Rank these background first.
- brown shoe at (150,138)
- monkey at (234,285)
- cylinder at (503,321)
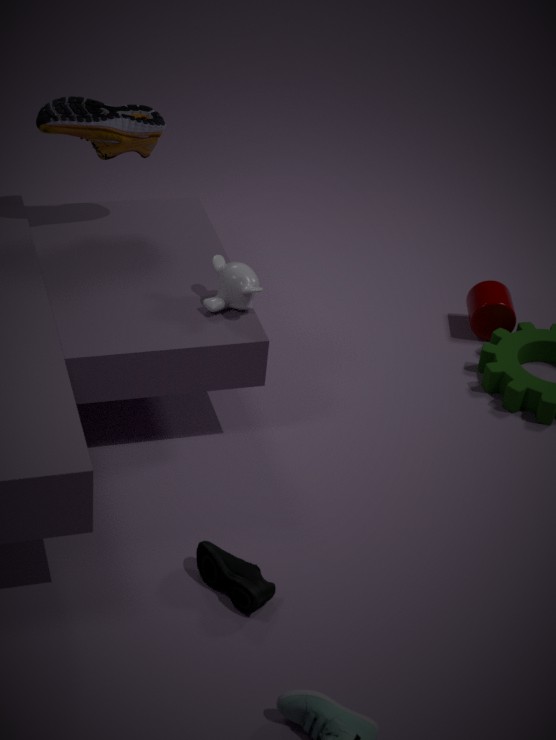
cylinder at (503,321) → brown shoe at (150,138) → monkey at (234,285)
